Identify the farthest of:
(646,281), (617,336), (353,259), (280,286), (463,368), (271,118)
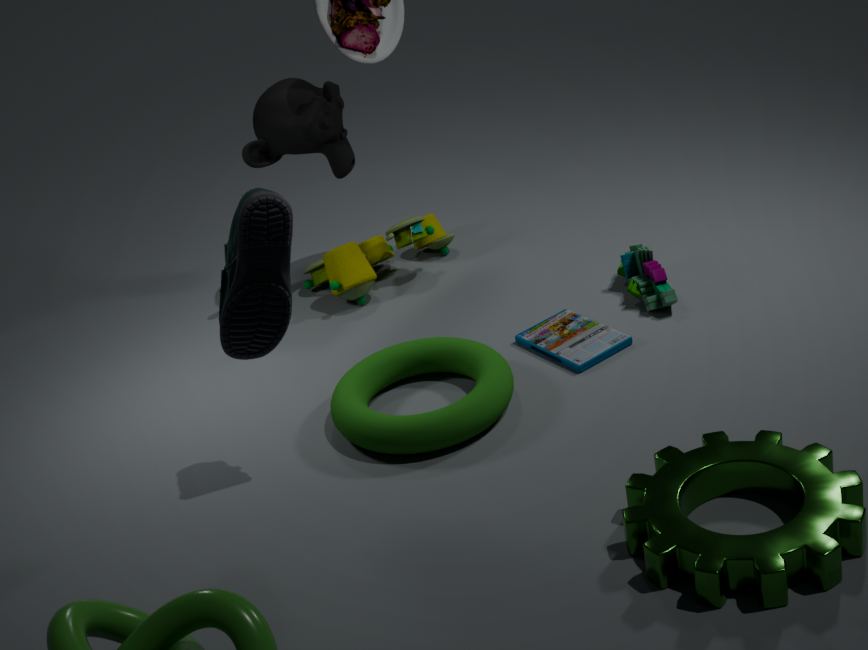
(353,259)
